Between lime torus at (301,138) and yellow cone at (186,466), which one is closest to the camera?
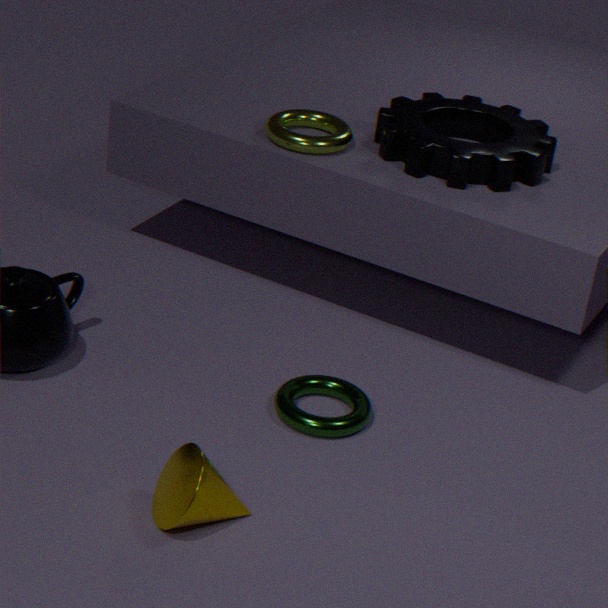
yellow cone at (186,466)
